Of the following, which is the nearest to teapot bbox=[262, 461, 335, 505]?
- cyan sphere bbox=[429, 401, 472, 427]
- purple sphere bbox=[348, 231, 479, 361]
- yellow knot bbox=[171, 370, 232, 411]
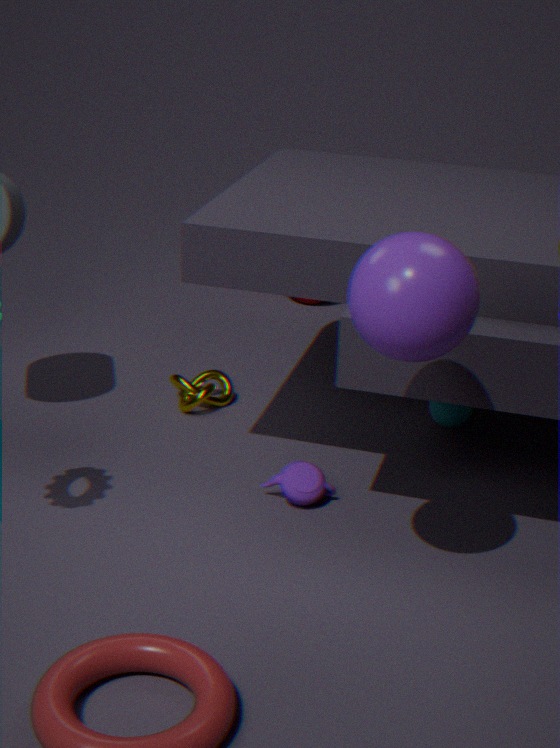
yellow knot bbox=[171, 370, 232, 411]
